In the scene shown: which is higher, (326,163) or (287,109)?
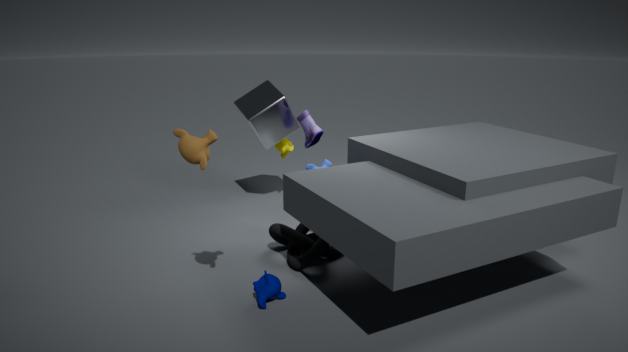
(287,109)
